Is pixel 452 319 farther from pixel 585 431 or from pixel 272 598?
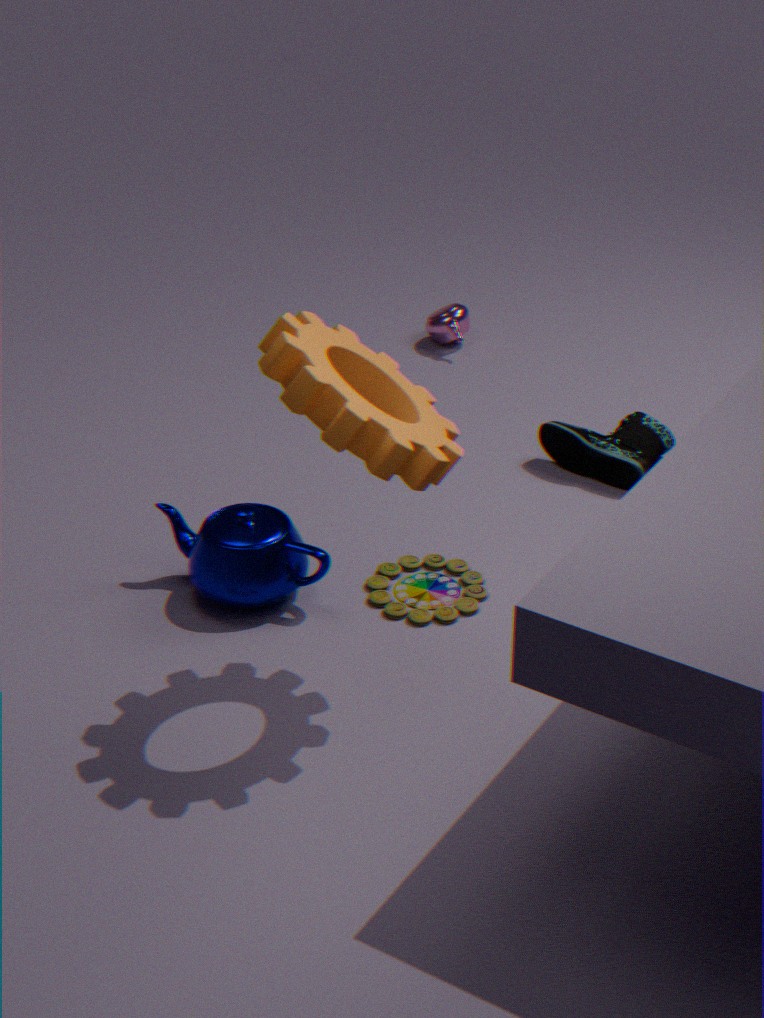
pixel 272 598
